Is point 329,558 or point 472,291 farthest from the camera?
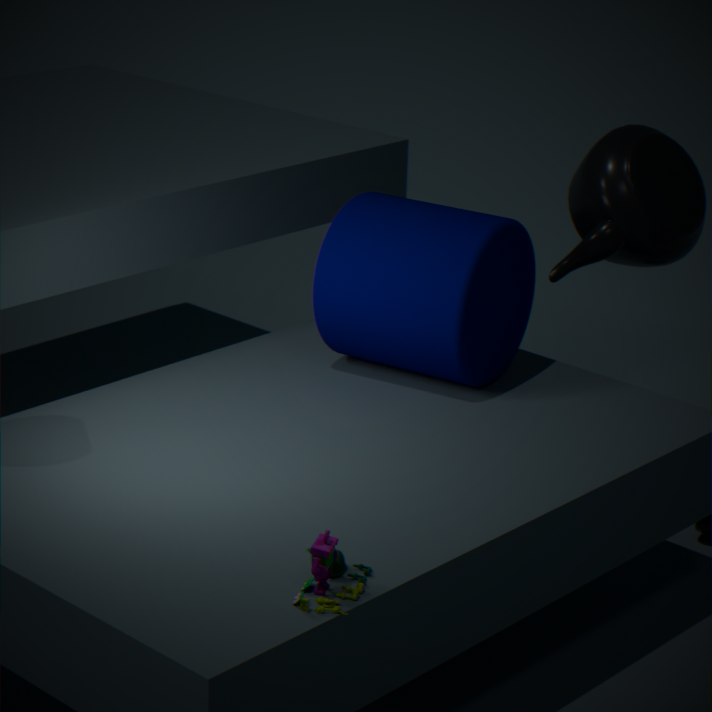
point 472,291
